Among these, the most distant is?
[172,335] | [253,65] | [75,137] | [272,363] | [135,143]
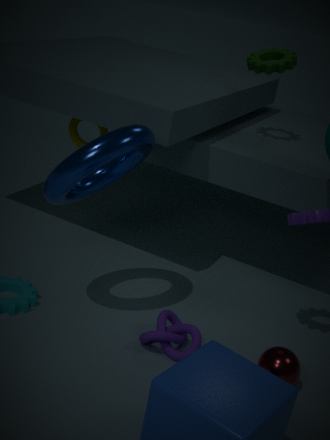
[75,137]
